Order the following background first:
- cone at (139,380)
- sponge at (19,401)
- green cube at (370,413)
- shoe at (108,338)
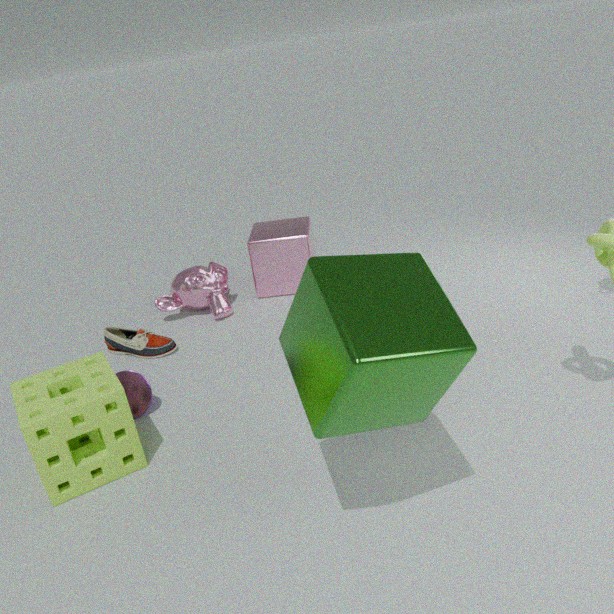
shoe at (108,338)
cone at (139,380)
sponge at (19,401)
green cube at (370,413)
